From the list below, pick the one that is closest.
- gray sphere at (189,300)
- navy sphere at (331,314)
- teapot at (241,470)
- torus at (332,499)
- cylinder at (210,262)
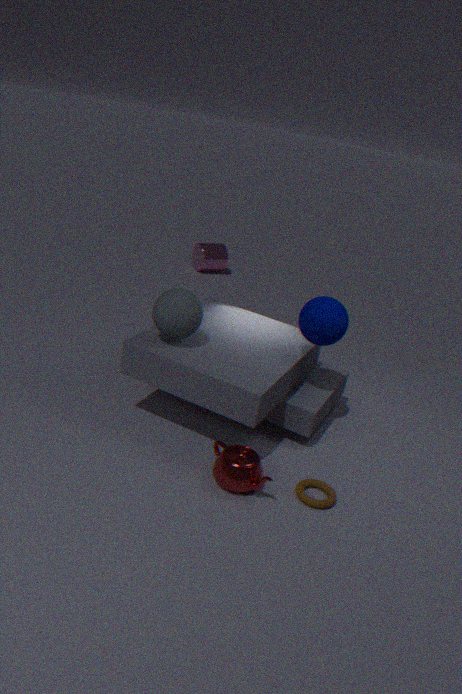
teapot at (241,470)
